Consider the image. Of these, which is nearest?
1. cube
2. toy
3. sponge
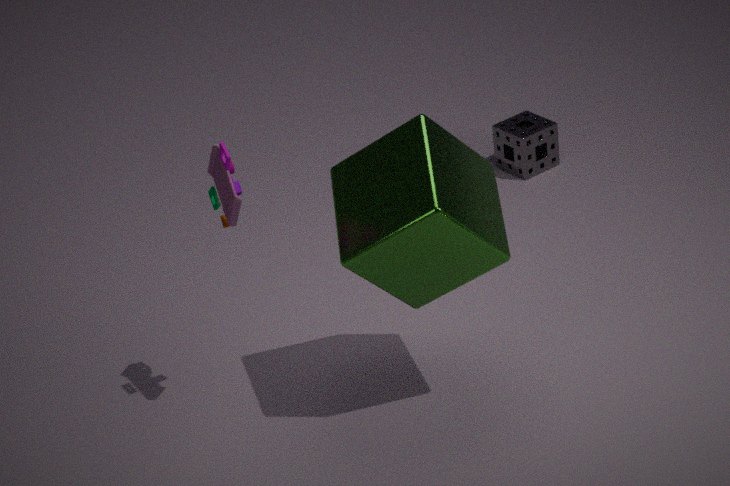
cube
